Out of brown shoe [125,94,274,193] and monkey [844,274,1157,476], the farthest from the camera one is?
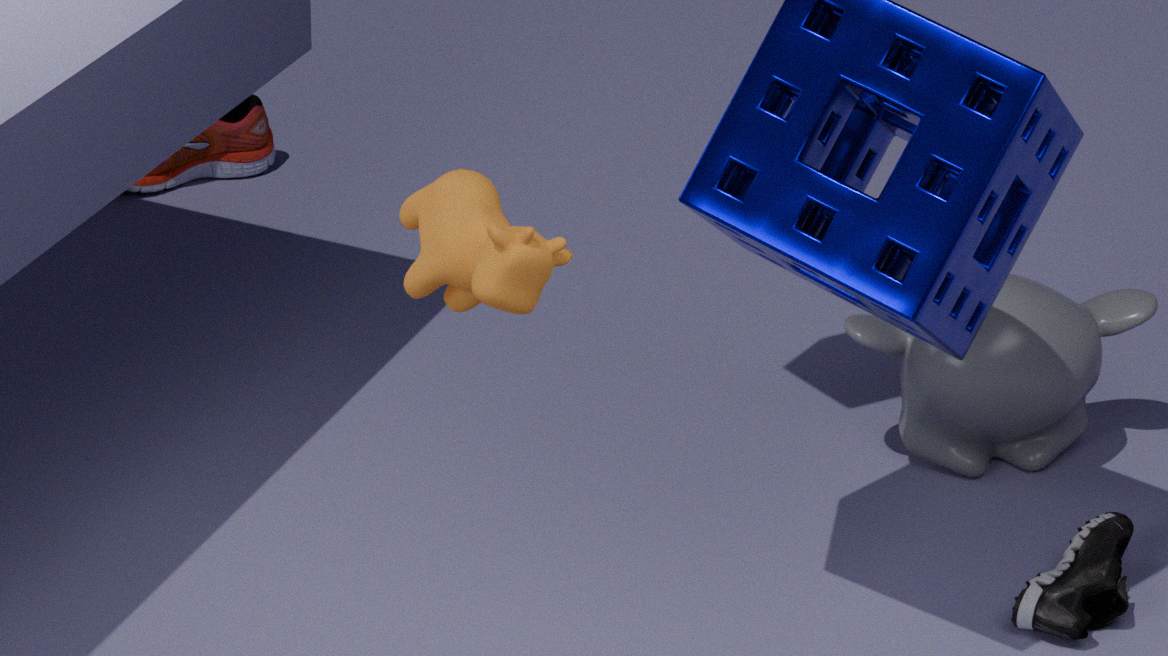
brown shoe [125,94,274,193]
